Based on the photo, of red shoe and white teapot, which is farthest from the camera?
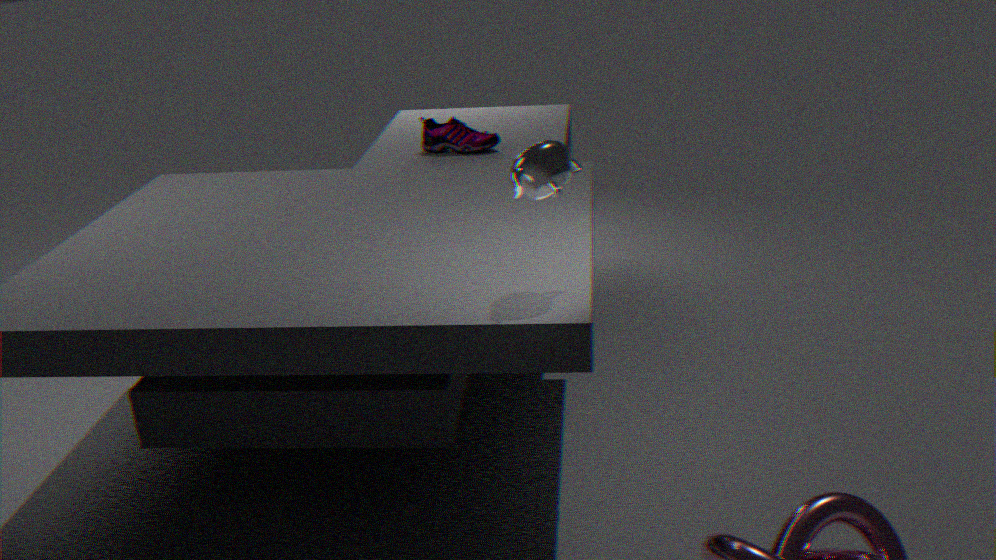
red shoe
